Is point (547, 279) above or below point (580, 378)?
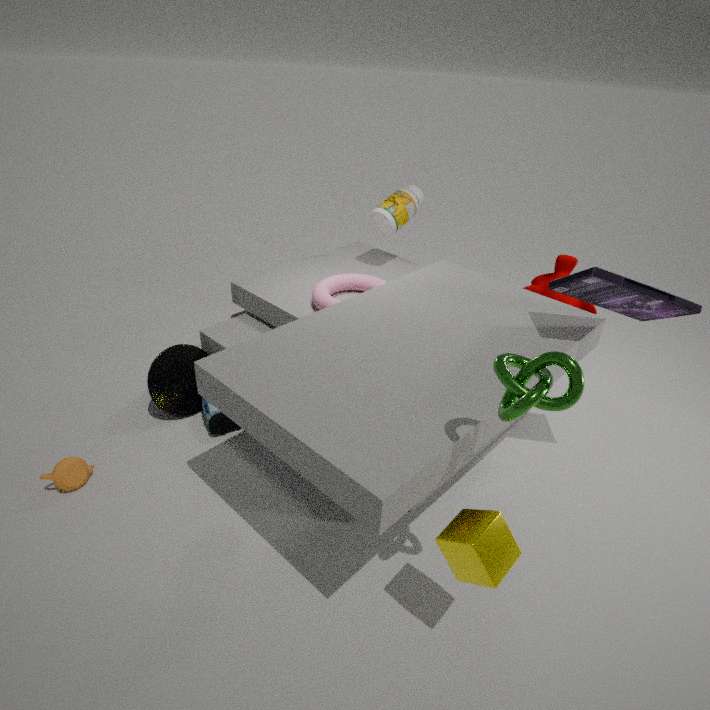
below
